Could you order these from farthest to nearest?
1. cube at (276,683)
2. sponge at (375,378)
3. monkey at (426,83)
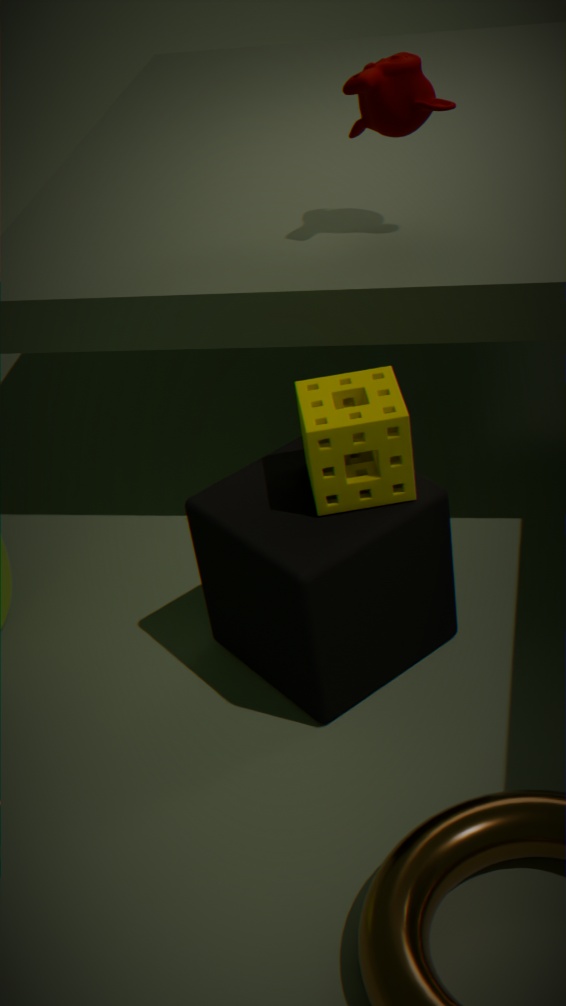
monkey at (426,83) < cube at (276,683) < sponge at (375,378)
